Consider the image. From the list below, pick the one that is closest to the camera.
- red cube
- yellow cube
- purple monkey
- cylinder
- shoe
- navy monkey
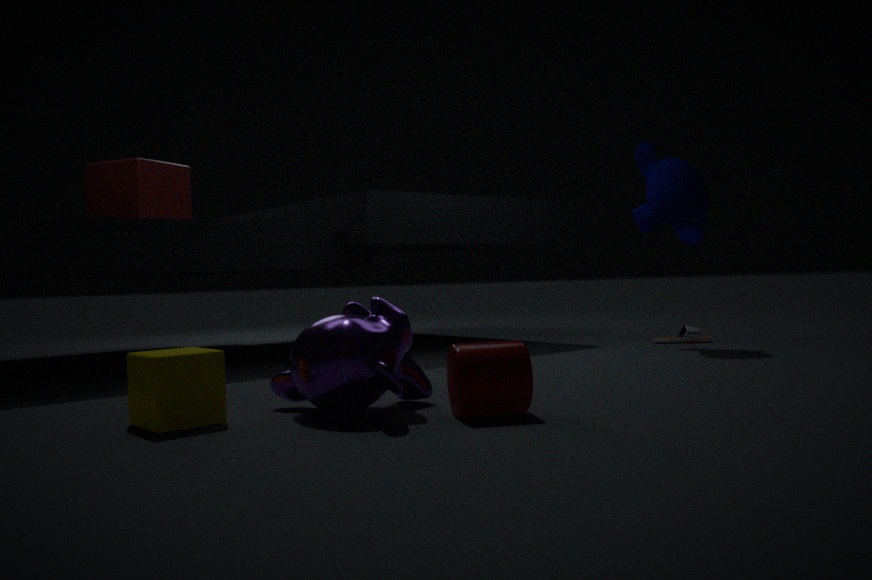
yellow cube
